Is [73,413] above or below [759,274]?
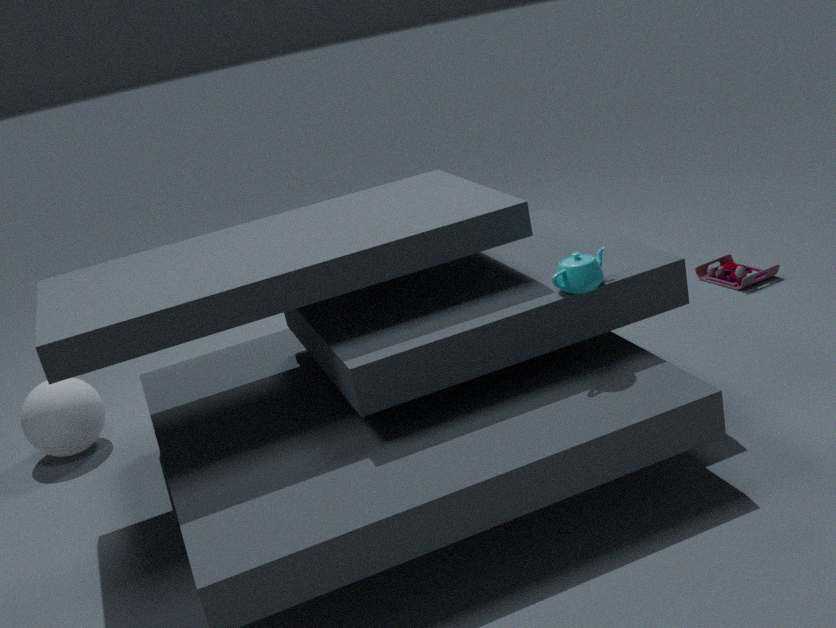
above
